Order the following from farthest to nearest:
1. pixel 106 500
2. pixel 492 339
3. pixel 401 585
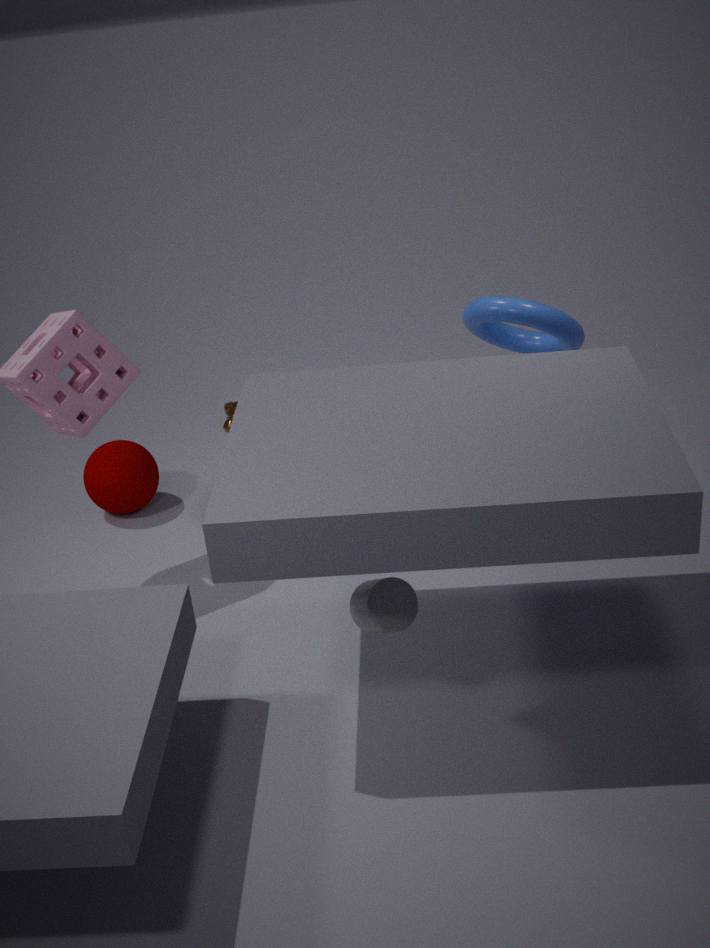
pixel 106 500 < pixel 492 339 < pixel 401 585
